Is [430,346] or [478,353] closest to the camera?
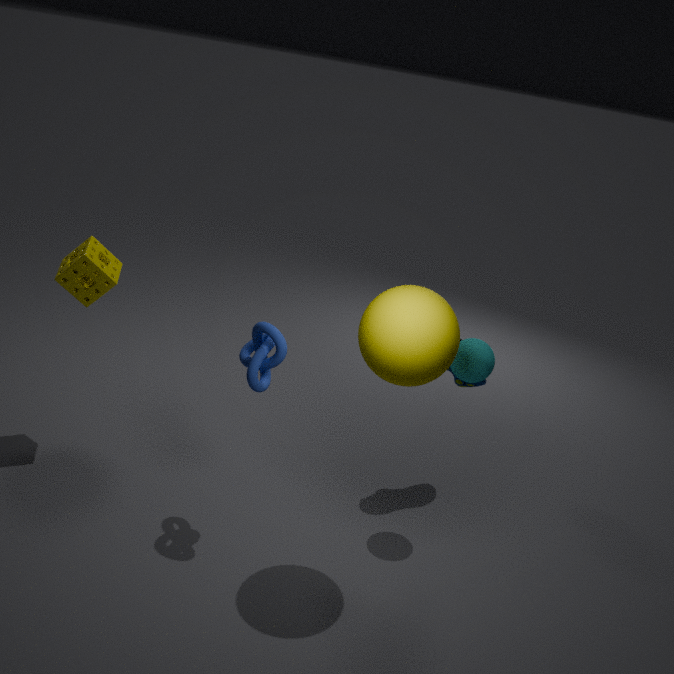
[430,346]
